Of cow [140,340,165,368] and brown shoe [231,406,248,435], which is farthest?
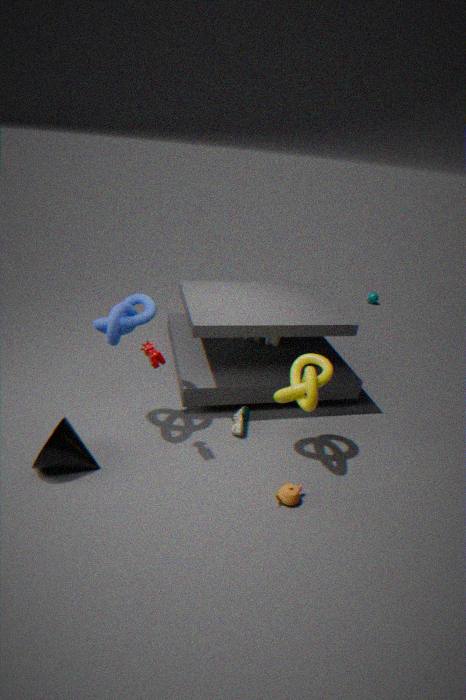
brown shoe [231,406,248,435]
